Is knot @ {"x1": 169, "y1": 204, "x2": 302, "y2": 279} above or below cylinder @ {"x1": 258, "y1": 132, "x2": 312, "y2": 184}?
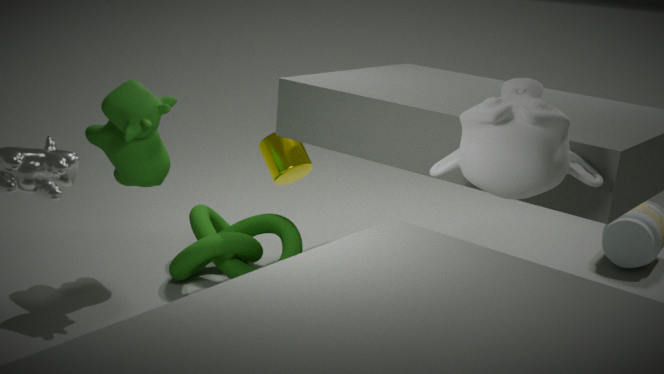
below
